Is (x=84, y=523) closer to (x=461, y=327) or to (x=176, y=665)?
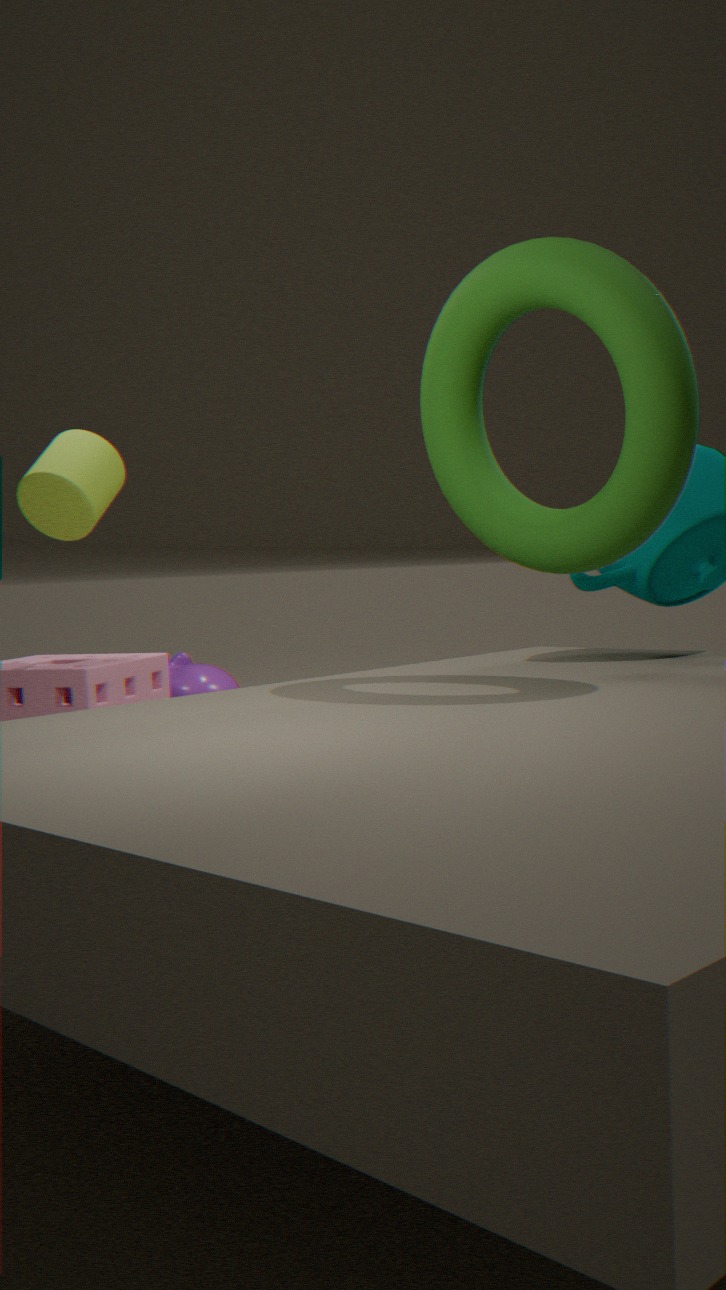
(x=461, y=327)
